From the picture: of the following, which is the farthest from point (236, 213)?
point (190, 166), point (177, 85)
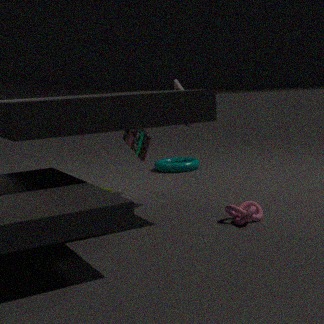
point (190, 166)
